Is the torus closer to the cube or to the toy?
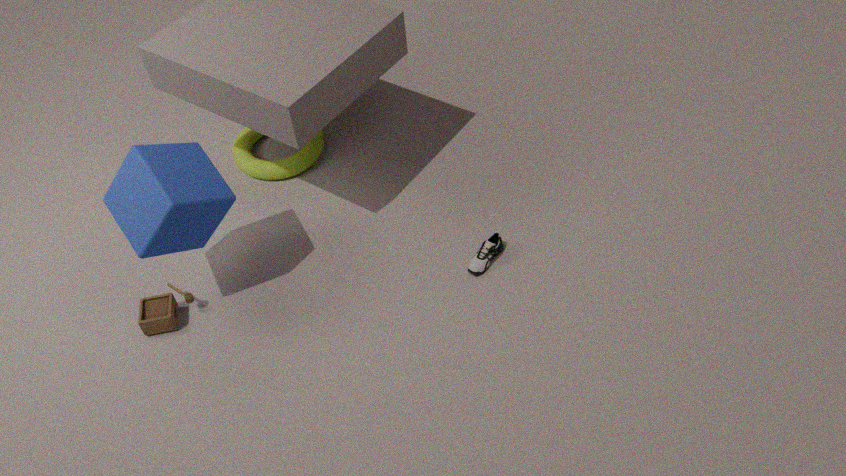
the cube
